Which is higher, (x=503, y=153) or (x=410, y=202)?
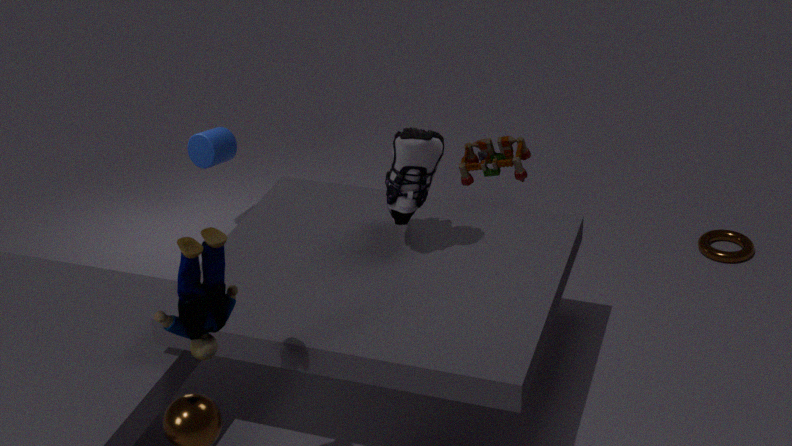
(x=410, y=202)
